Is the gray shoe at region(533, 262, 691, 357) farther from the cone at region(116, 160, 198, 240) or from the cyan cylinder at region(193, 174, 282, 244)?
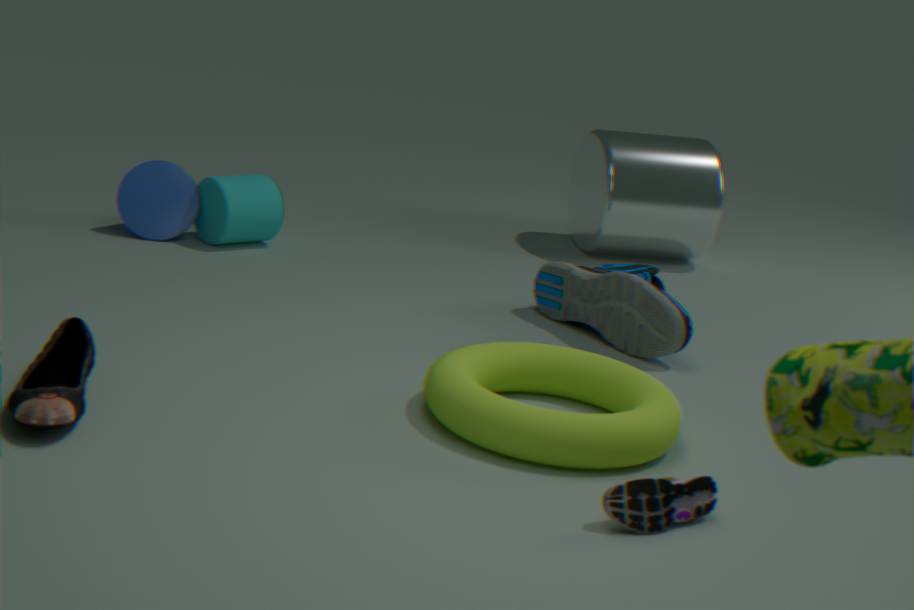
the cone at region(116, 160, 198, 240)
